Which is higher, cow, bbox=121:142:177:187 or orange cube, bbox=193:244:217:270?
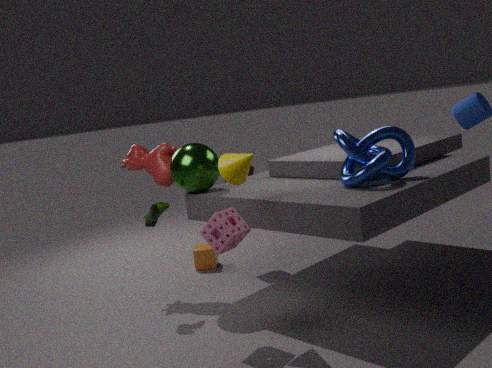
cow, bbox=121:142:177:187
